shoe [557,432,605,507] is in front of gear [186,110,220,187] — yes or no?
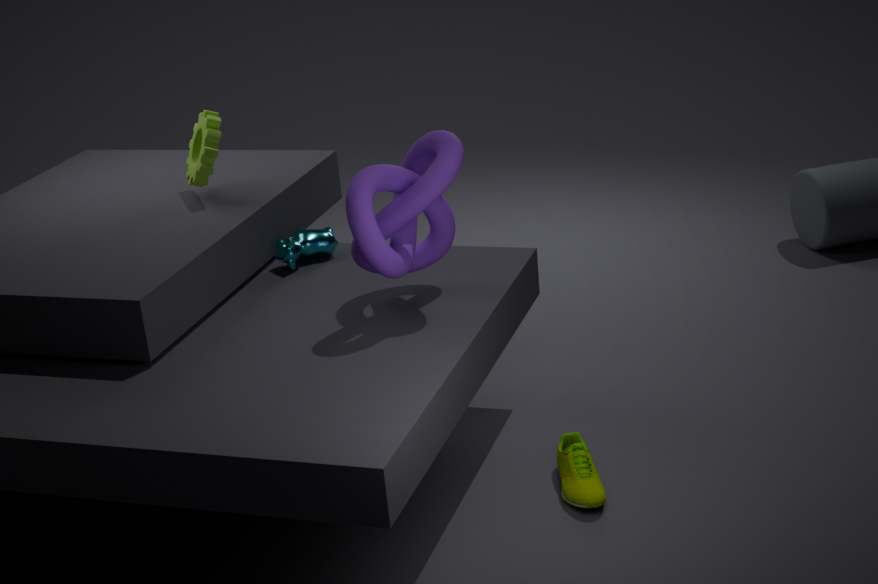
Yes
